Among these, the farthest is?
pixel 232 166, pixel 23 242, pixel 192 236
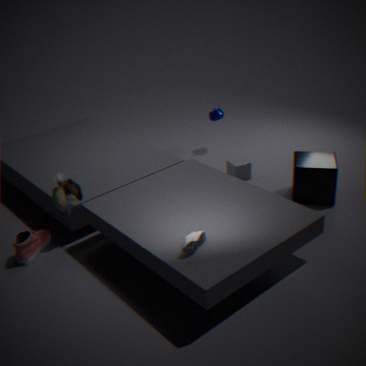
pixel 232 166
